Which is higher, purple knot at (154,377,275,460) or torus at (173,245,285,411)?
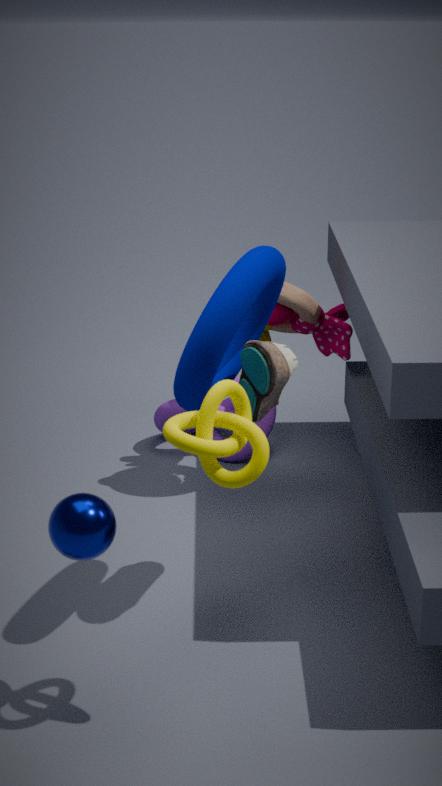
torus at (173,245,285,411)
